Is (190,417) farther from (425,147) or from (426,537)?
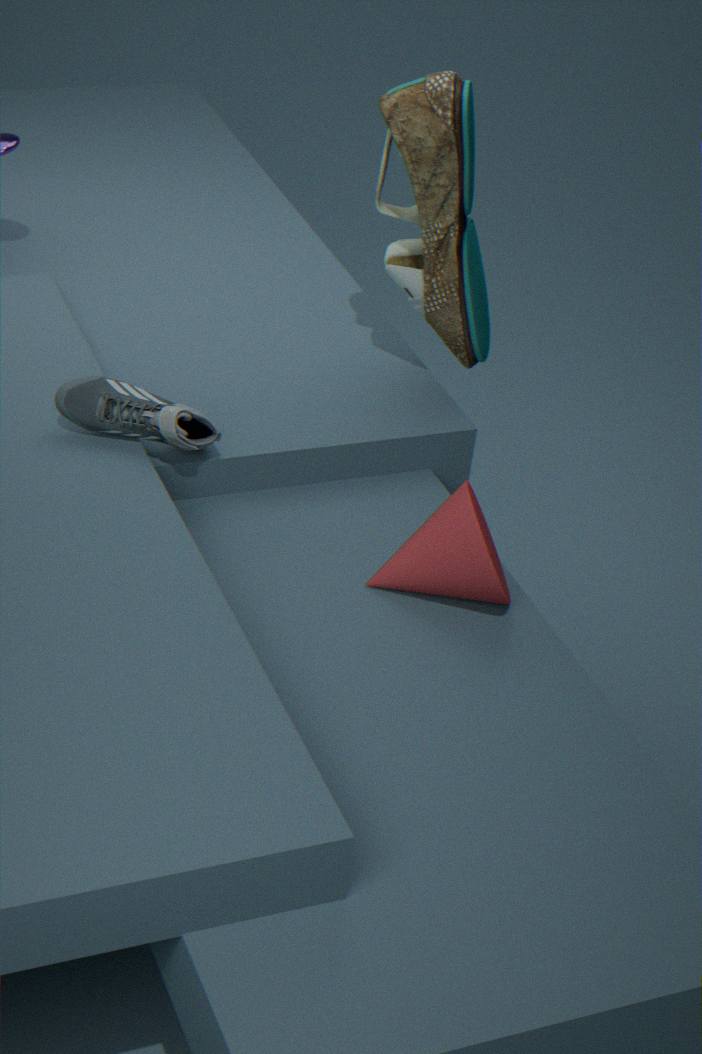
(425,147)
